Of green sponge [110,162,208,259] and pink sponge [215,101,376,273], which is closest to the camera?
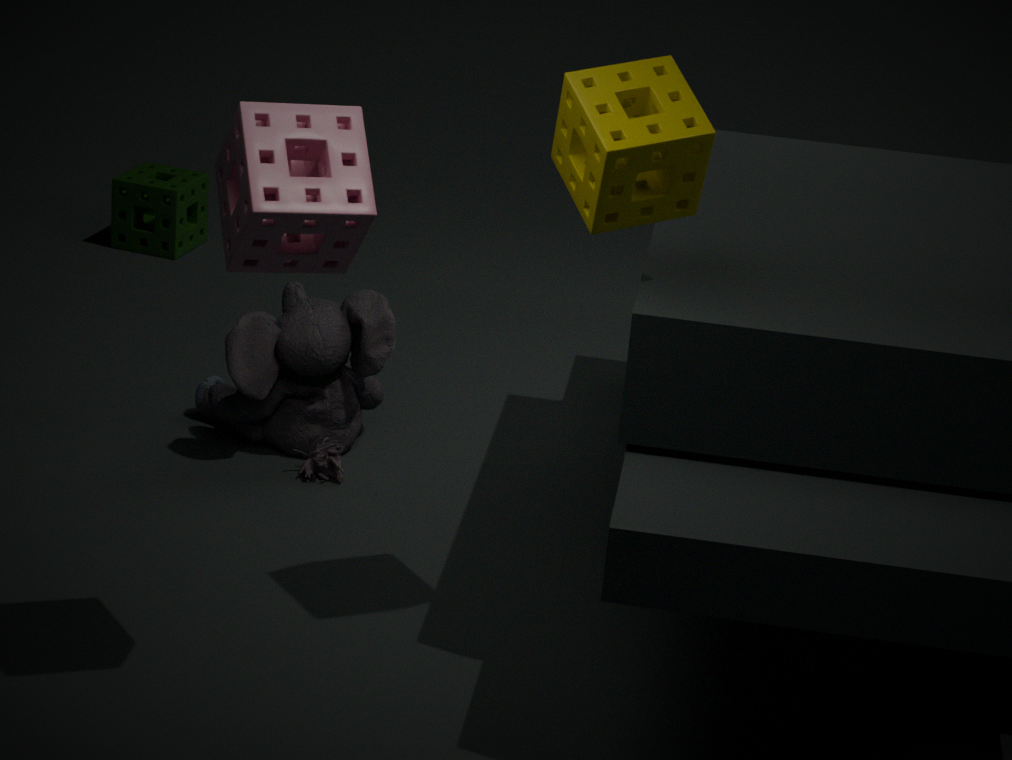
pink sponge [215,101,376,273]
